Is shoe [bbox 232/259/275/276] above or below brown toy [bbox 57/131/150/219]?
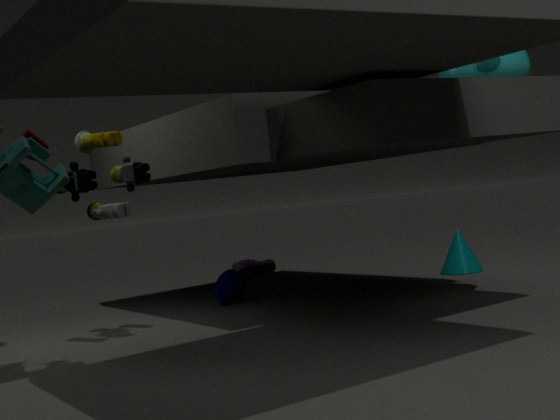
below
